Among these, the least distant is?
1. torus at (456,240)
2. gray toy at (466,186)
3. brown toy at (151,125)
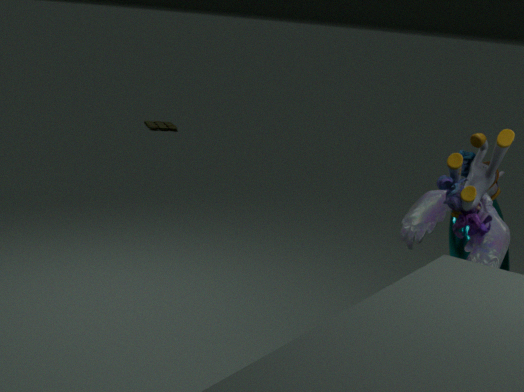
gray toy at (466,186)
